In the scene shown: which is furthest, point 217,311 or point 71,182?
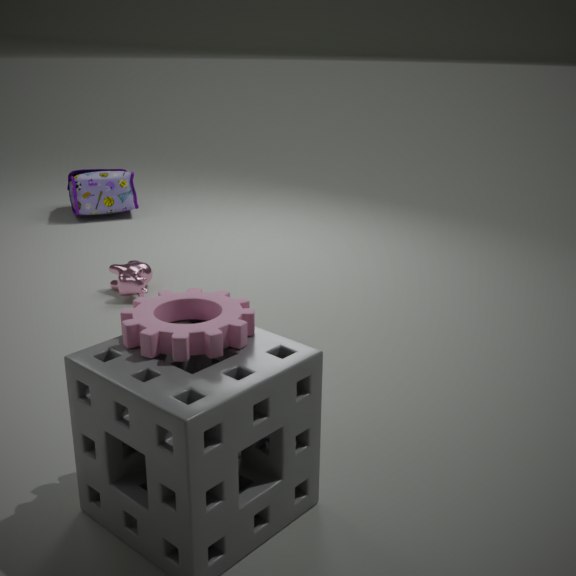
point 71,182
